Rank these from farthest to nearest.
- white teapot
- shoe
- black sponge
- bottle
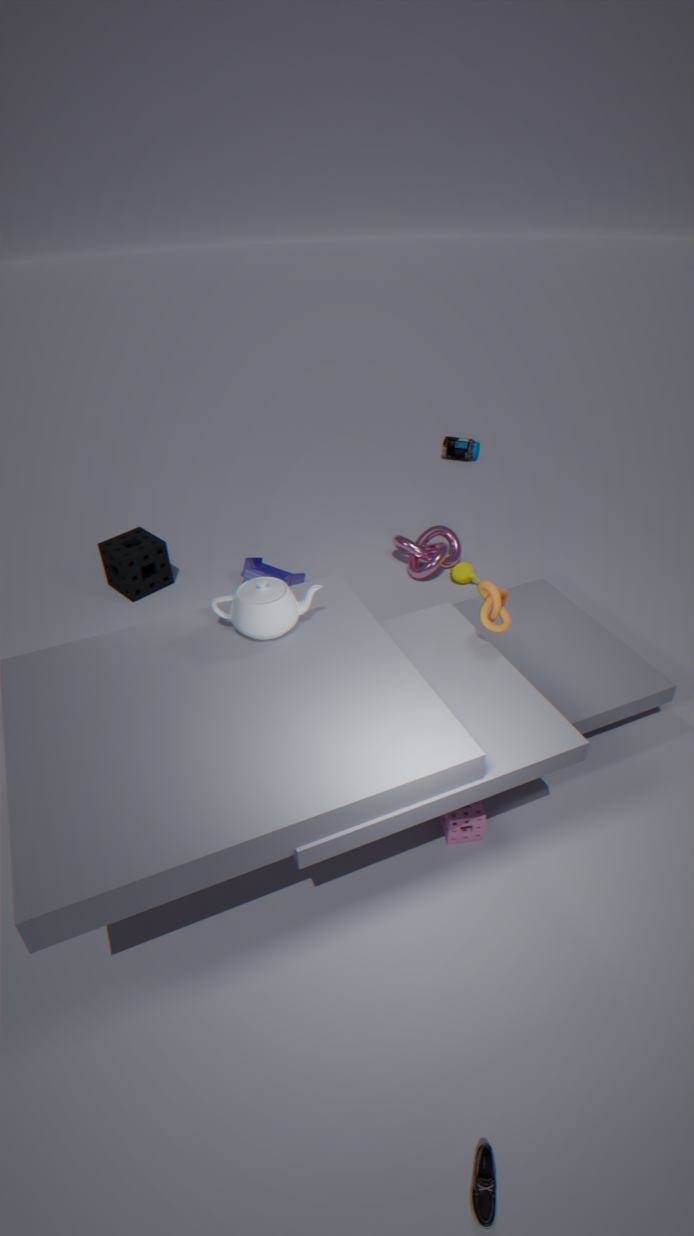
bottle, black sponge, white teapot, shoe
